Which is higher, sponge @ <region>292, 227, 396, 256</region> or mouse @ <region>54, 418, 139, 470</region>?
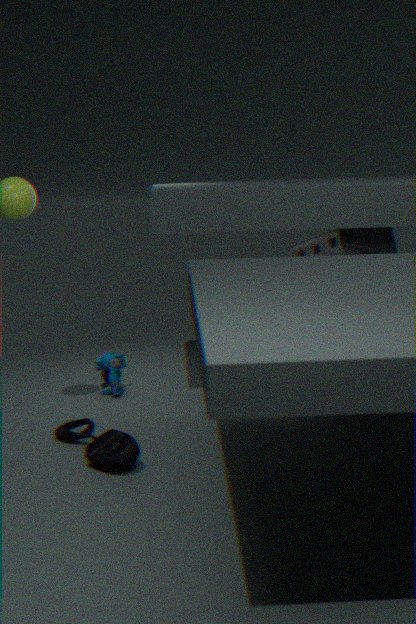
sponge @ <region>292, 227, 396, 256</region>
